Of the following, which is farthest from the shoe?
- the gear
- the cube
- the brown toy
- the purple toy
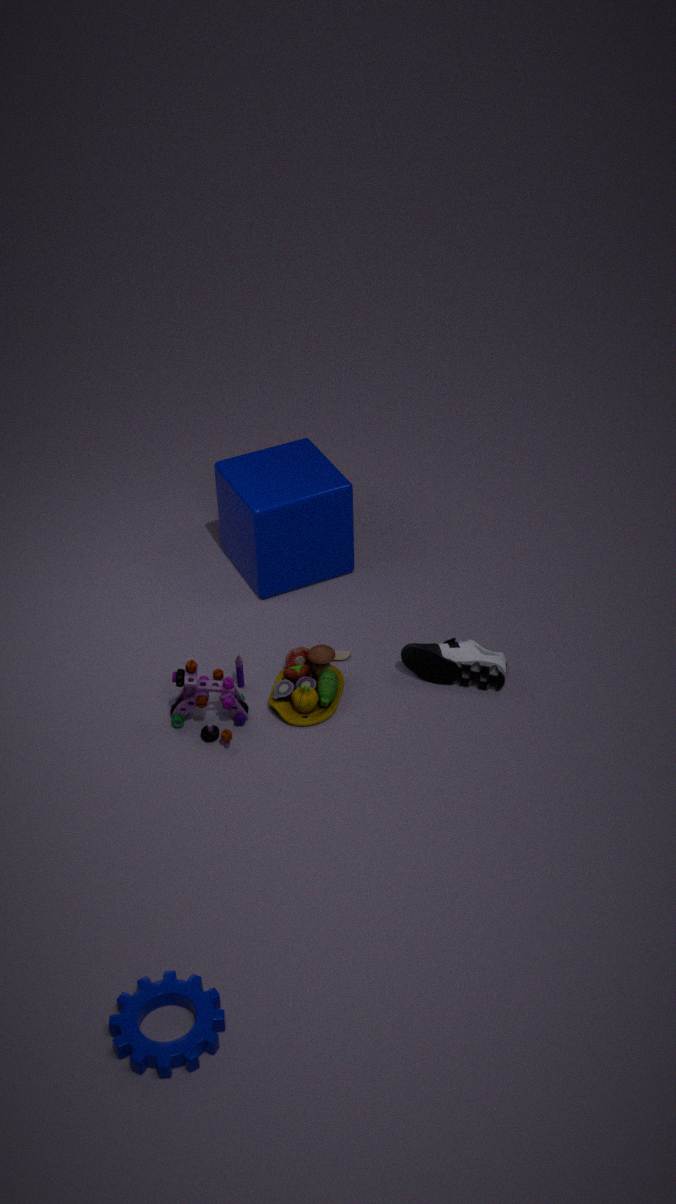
the gear
